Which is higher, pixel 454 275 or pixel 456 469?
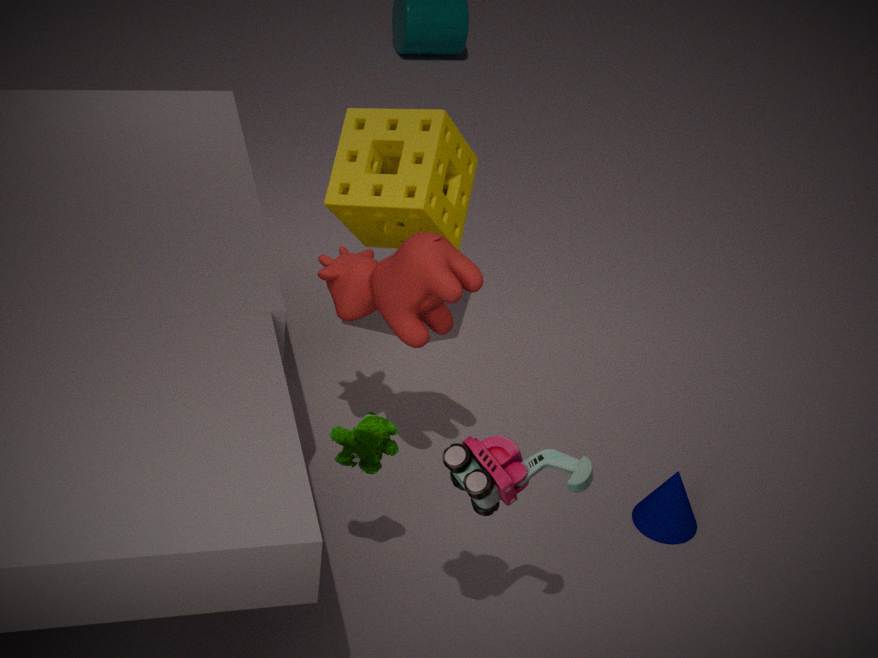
pixel 454 275
